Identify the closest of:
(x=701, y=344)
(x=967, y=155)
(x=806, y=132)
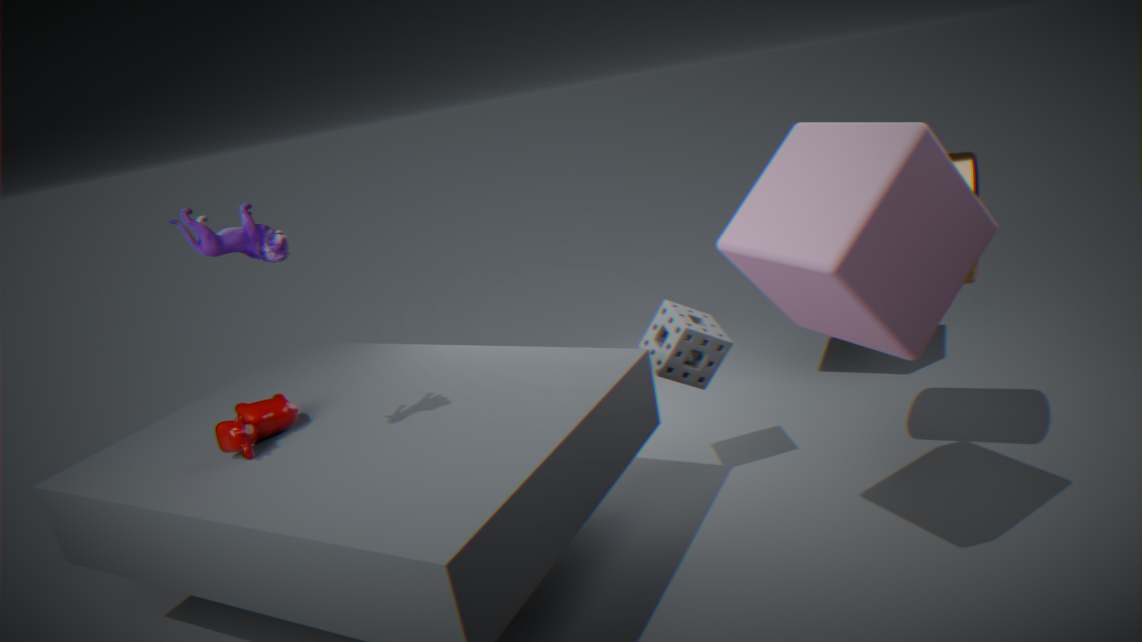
(x=806, y=132)
